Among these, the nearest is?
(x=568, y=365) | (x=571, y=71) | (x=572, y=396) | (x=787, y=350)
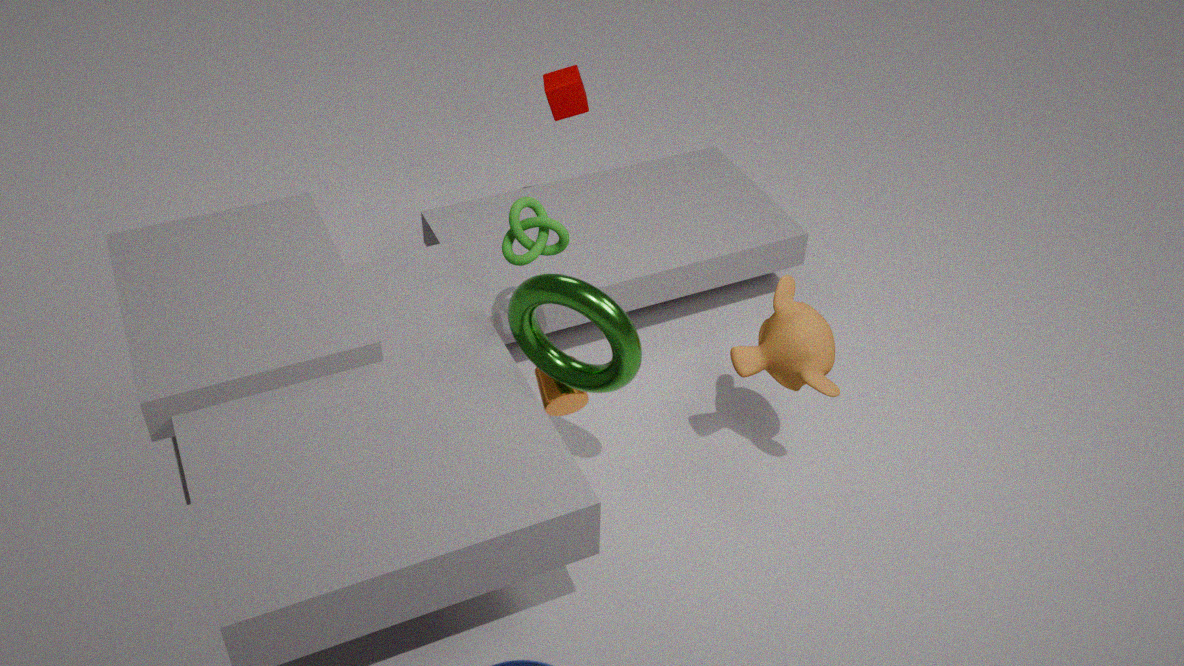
(x=568, y=365)
